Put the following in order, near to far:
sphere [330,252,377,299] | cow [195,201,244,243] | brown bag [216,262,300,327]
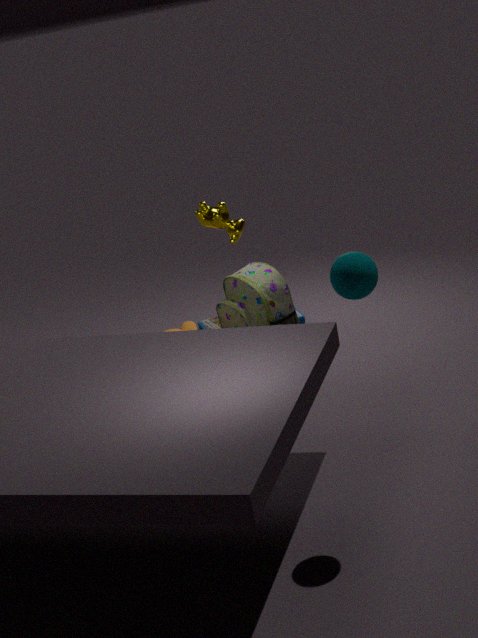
1. sphere [330,252,377,299]
2. cow [195,201,244,243]
3. brown bag [216,262,300,327]
